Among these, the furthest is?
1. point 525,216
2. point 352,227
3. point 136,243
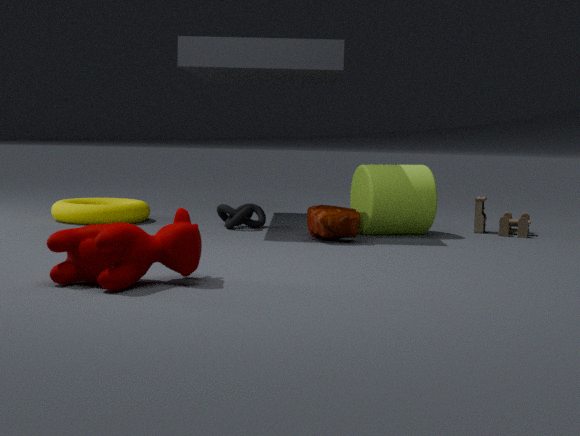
point 525,216
